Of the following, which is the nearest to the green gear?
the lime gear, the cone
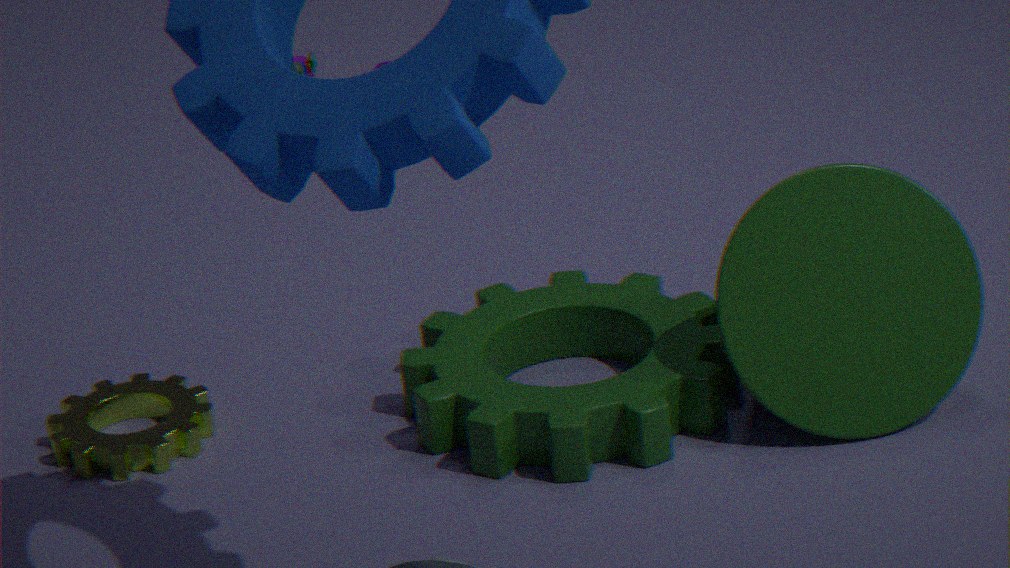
the cone
